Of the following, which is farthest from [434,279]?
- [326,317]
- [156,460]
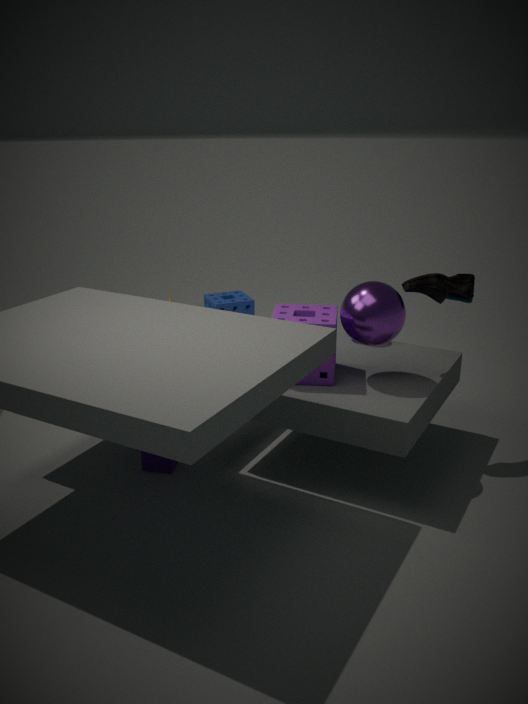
[156,460]
